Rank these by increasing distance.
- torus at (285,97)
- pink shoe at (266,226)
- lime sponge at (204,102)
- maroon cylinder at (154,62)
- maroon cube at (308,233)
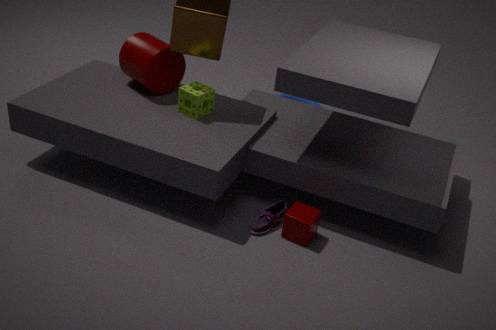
maroon cube at (308,233) → pink shoe at (266,226) → lime sponge at (204,102) → maroon cylinder at (154,62) → torus at (285,97)
